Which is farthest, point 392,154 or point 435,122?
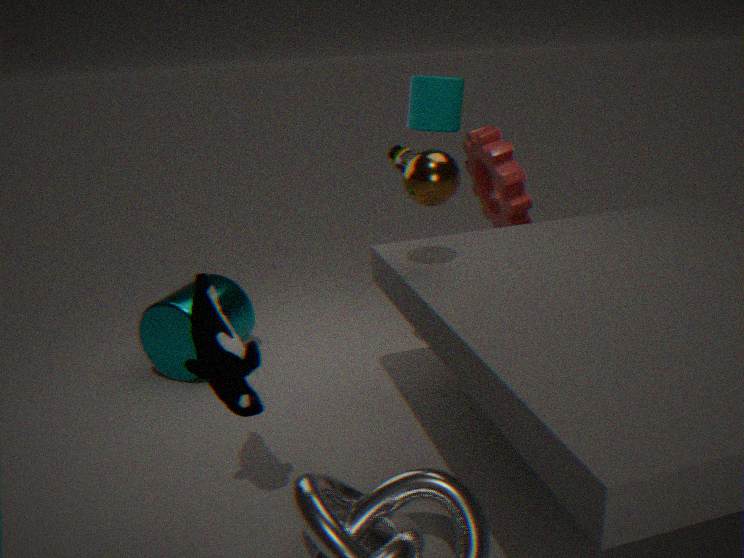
point 392,154
